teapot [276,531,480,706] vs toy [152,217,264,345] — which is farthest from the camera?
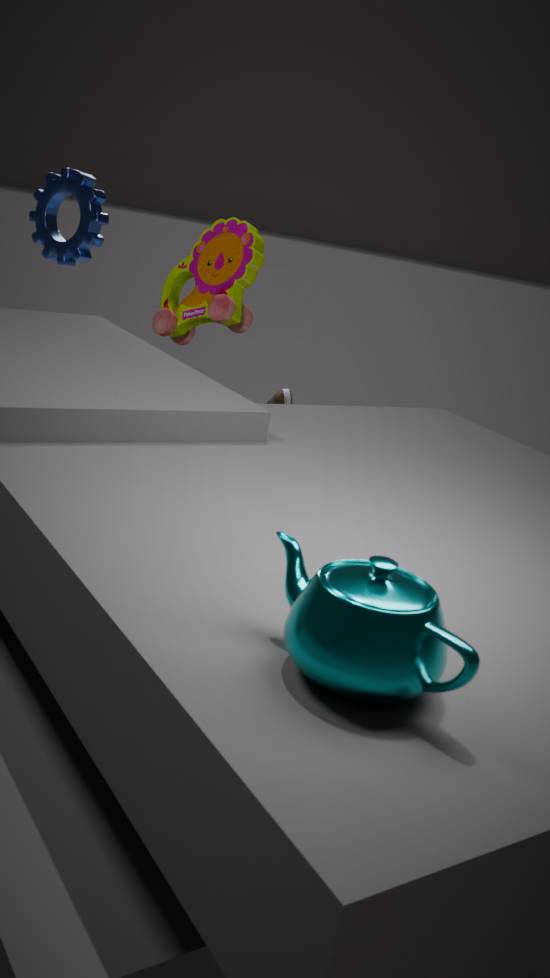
toy [152,217,264,345]
